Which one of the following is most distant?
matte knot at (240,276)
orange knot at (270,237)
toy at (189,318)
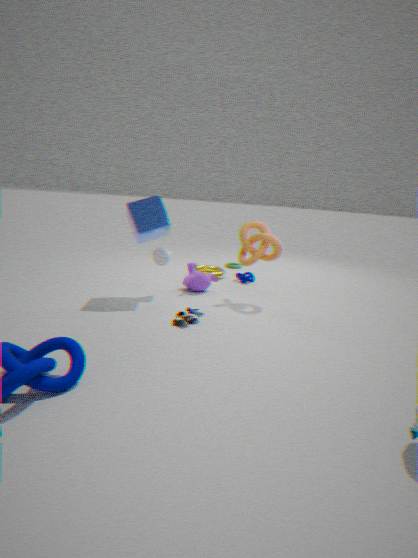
matte knot at (240,276)
